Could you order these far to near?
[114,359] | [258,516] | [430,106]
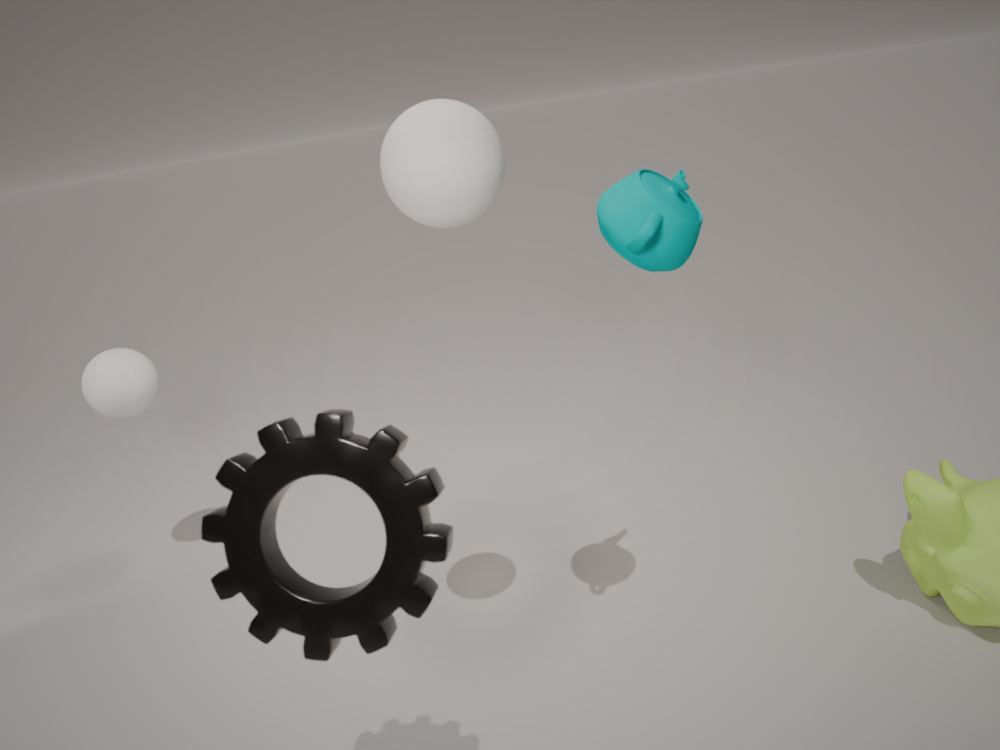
1. [114,359]
2. [430,106]
3. [258,516]
